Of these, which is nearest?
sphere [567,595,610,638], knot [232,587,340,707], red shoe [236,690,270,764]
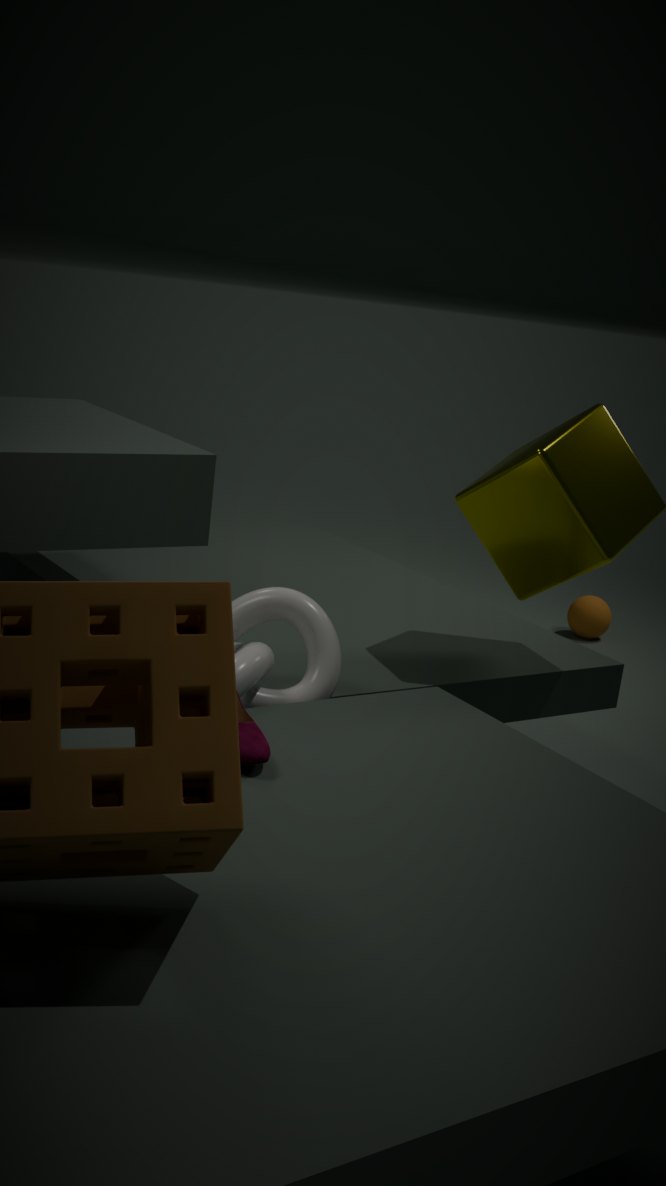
red shoe [236,690,270,764]
